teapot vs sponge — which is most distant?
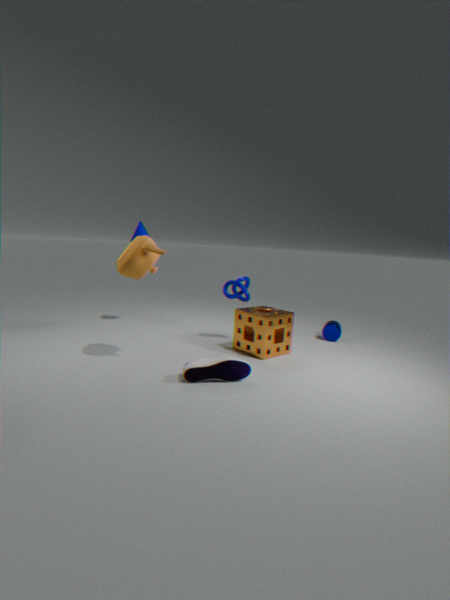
sponge
